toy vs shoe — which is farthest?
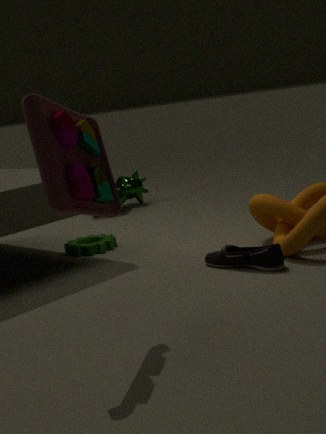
shoe
